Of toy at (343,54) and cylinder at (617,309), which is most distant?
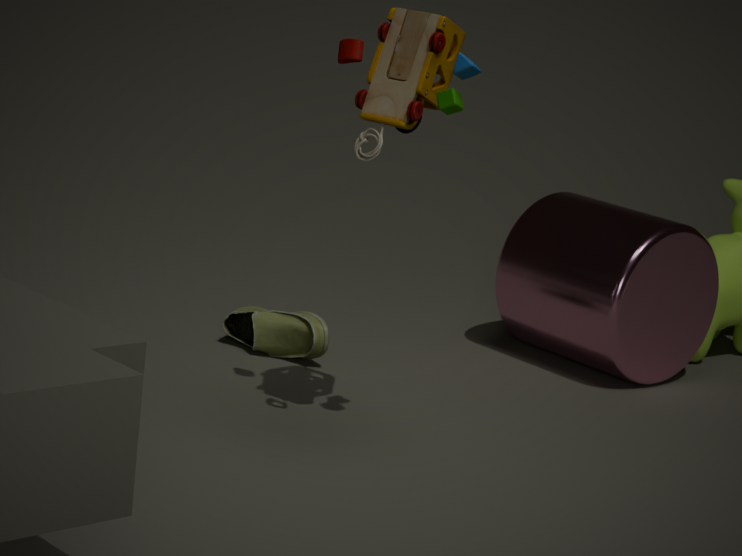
cylinder at (617,309)
